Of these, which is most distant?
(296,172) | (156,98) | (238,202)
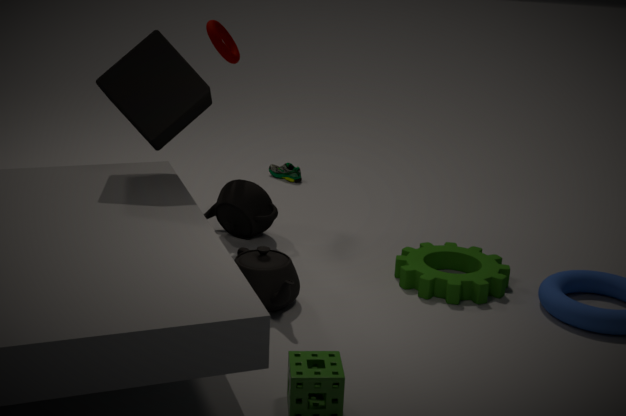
(296,172)
